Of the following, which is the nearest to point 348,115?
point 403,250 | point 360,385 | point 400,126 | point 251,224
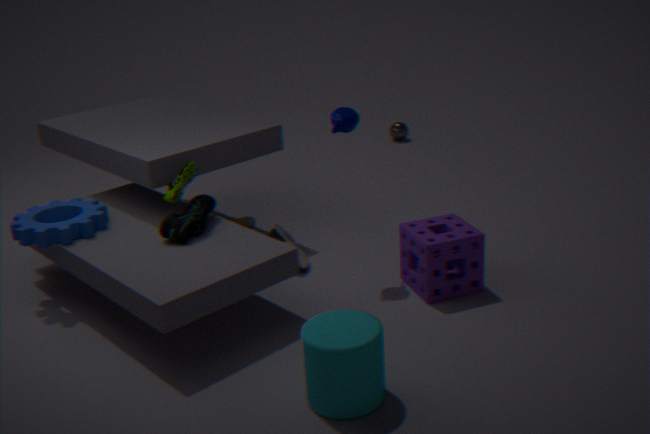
point 403,250
